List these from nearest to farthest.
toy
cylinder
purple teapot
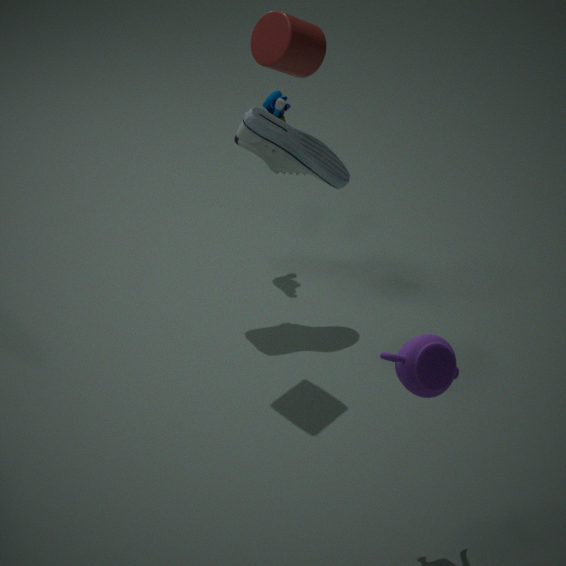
1. purple teapot
2. cylinder
3. toy
